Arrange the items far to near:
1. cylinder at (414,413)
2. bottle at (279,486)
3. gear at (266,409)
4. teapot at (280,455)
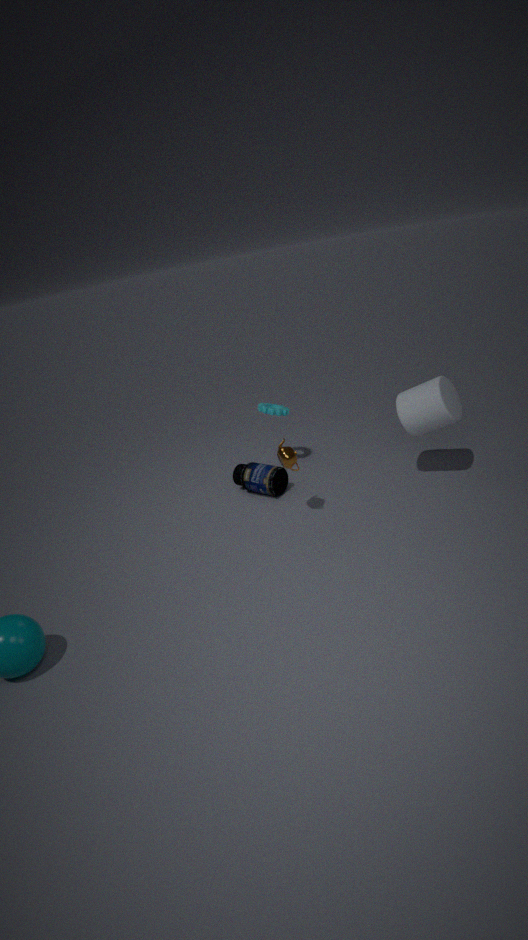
1. gear at (266,409)
2. bottle at (279,486)
3. cylinder at (414,413)
4. teapot at (280,455)
